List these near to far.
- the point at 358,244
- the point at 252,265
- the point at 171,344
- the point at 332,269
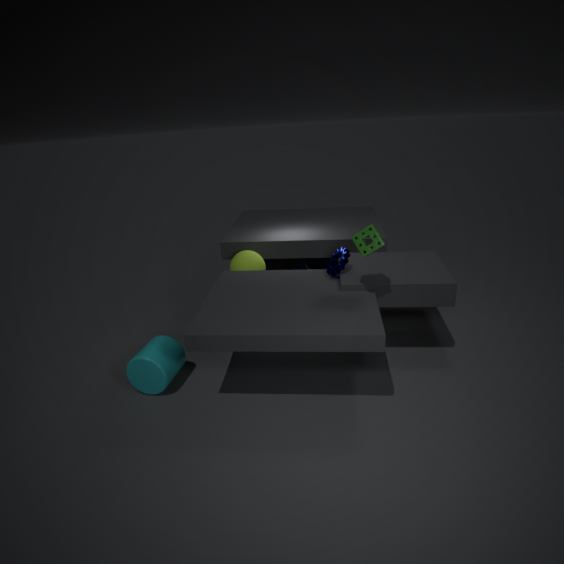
the point at 358,244 → the point at 171,344 → the point at 332,269 → the point at 252,265
